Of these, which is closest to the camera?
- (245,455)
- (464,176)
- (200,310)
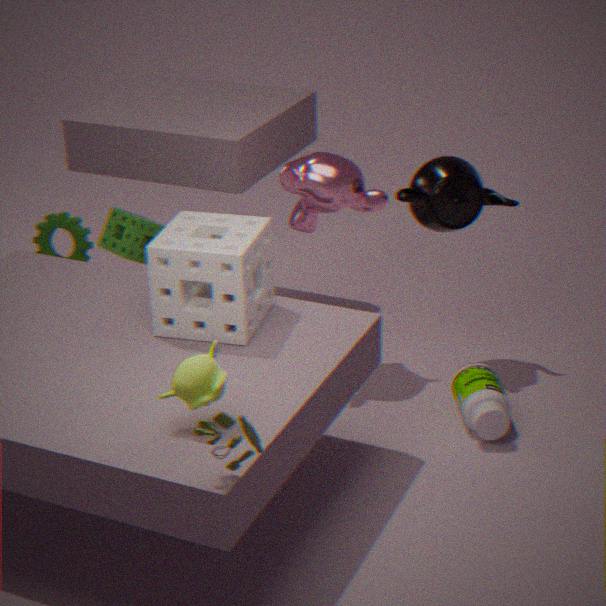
(245,455)
